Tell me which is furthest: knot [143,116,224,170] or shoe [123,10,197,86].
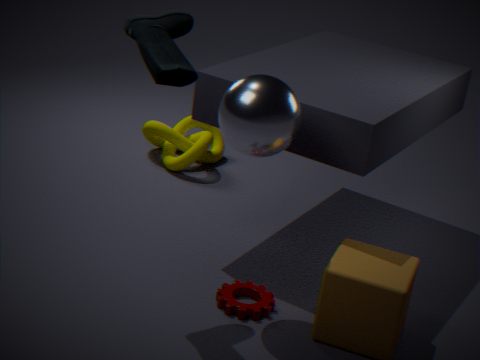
knot [143,116,224,170]
